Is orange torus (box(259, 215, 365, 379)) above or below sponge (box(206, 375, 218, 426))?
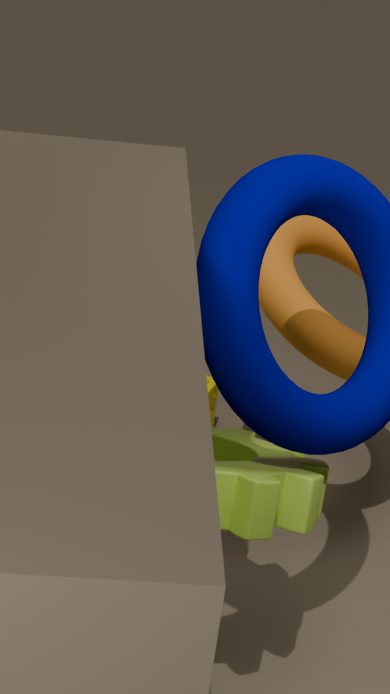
above
